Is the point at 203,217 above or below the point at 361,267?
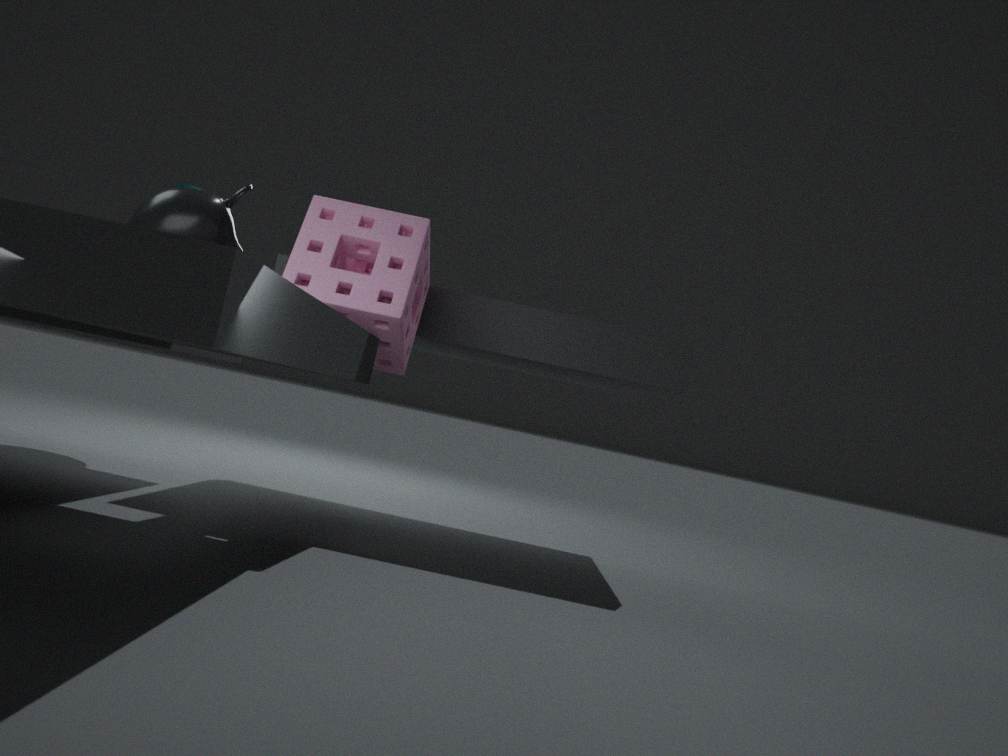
above
